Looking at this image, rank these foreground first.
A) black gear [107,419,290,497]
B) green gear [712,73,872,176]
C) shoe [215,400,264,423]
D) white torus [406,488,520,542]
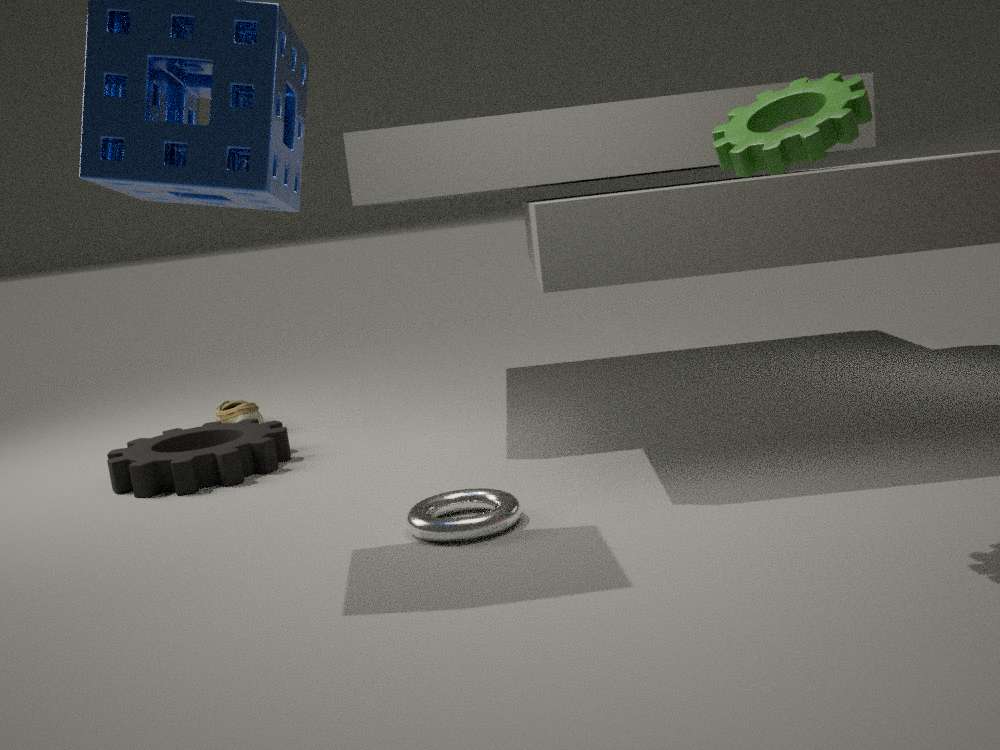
green gear [712,73,872,176] < white torus [406,488,520,542] < black gear [107,419,290,497] < shoe [215,400,264,423]
